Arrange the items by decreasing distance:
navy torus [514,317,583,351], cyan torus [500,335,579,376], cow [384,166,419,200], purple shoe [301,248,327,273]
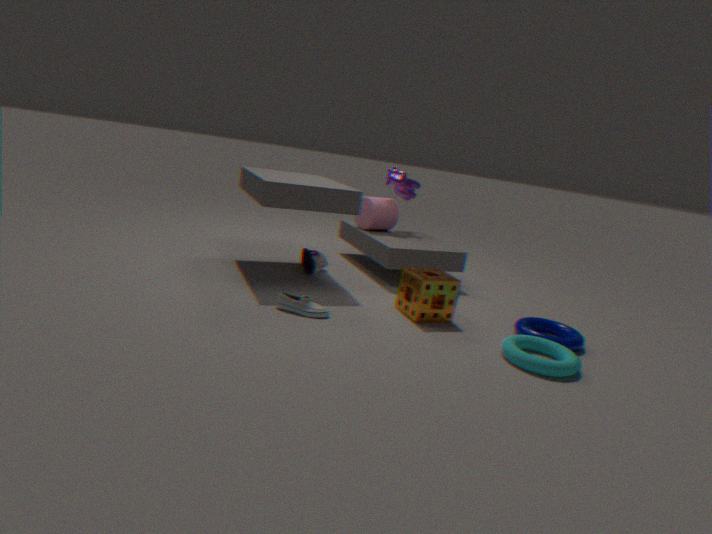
cow [384,166,419,200], purple shoe [301,248,327,273], navy torus [514,317,583,351], cyan torus [500,335,579,376]
